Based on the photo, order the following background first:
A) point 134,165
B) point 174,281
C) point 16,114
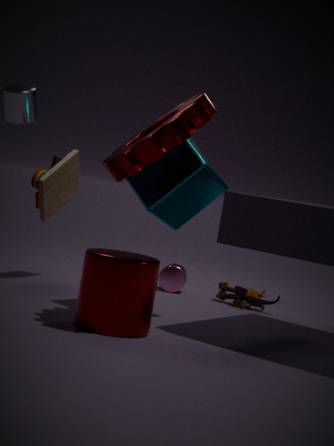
point 174,281 < point 16,114 < point 134,165
